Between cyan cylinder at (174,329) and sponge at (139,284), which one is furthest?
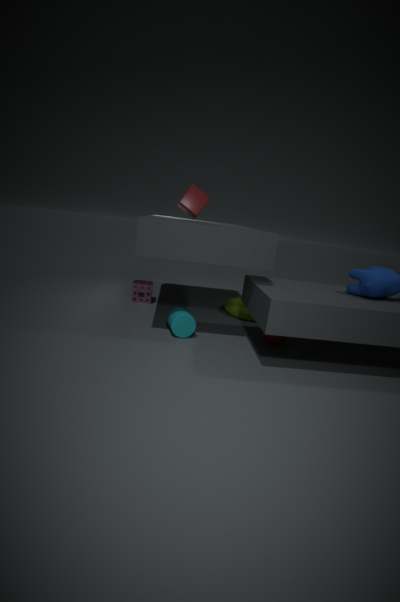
sponge at (139,284)
